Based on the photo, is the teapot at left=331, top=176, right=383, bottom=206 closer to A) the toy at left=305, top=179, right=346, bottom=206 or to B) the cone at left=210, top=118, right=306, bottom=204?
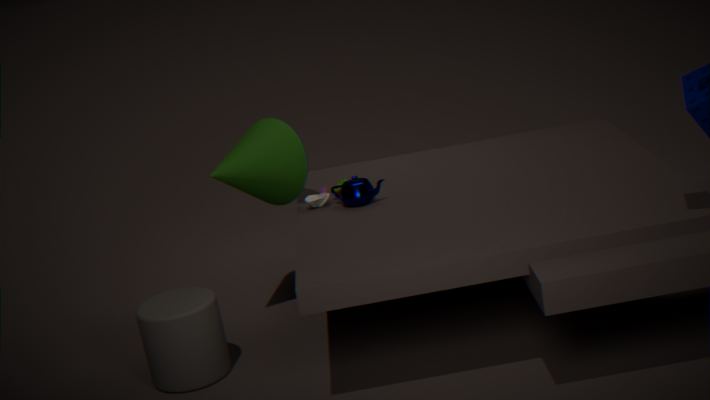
A) the toy at left=305, top=179, right=346, bottom=206
